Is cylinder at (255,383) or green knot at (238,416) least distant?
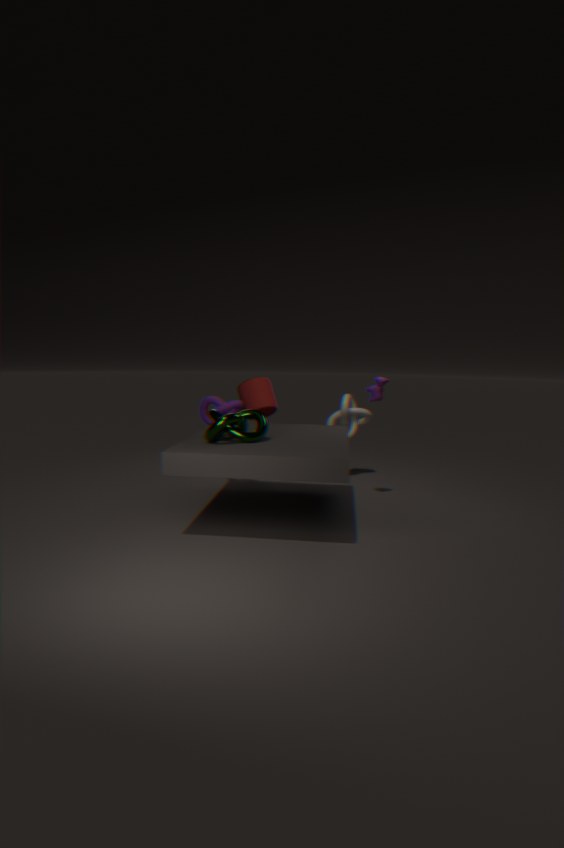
green knot at (238,416)
